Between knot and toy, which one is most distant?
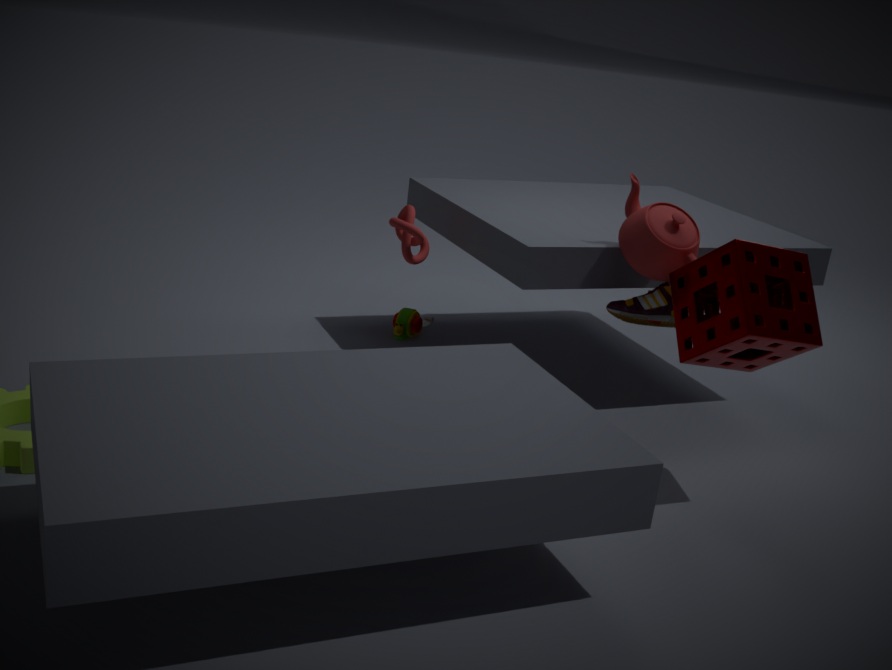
toy
